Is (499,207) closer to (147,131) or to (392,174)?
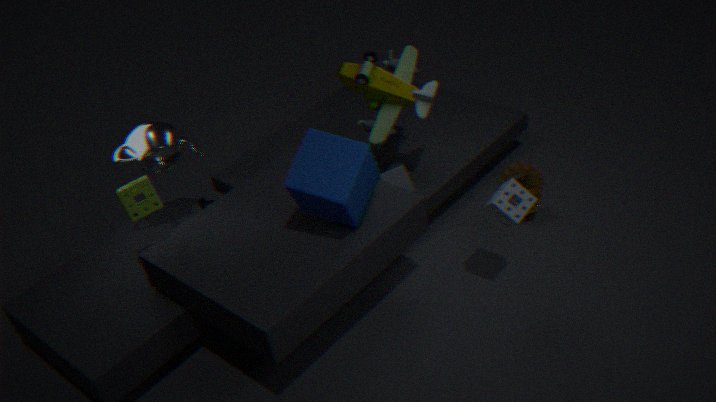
(392,174)
